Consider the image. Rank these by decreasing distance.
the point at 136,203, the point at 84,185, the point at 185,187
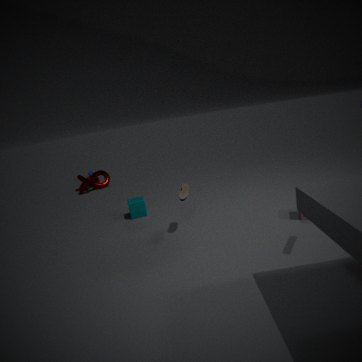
the point at 84,185, the point at 136,203, the point at 185,187
